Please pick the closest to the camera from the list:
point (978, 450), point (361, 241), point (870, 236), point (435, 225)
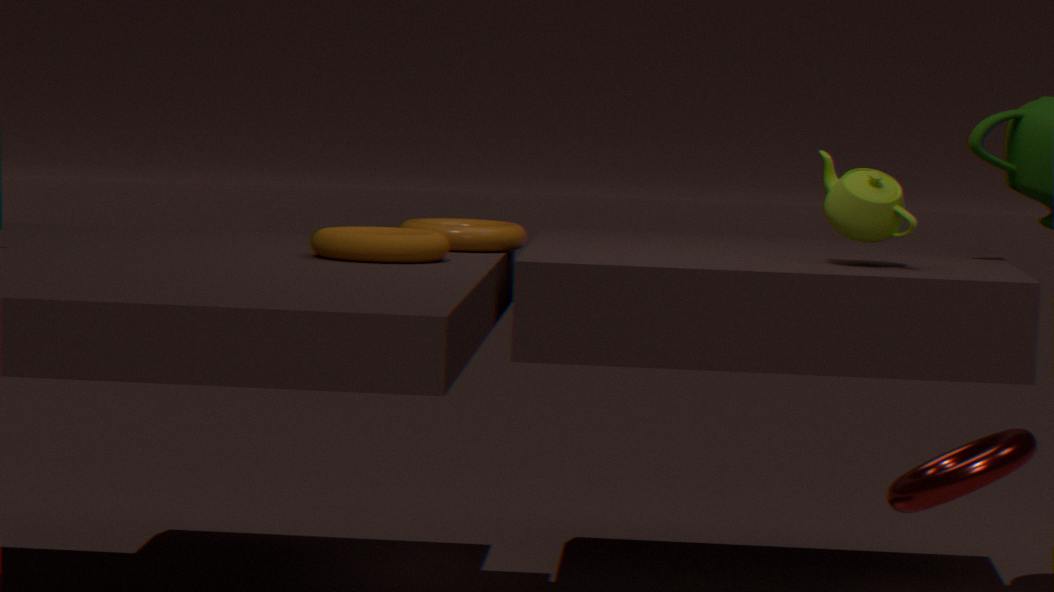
point (978, 450)
